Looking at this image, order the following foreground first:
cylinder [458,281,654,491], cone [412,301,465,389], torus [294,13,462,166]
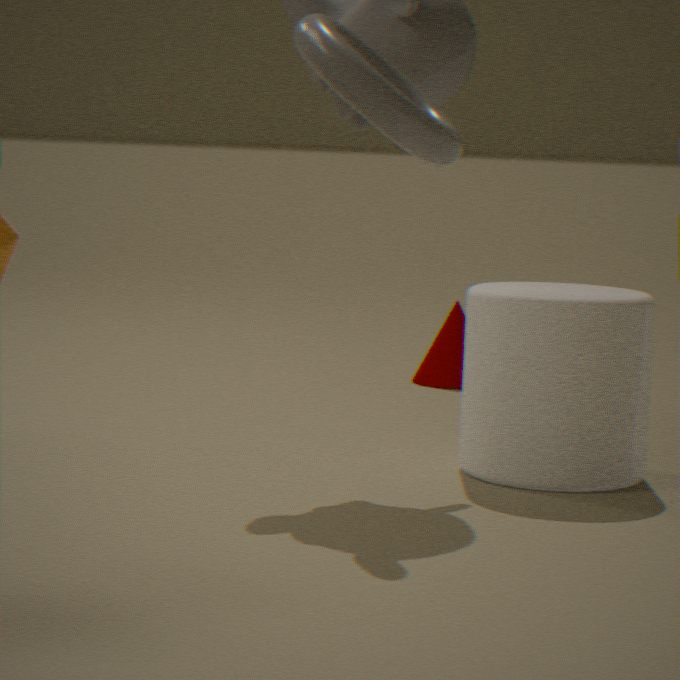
torus [294,13,462,166]
cylinder [458,281,654,491]
cone [412,301,465,389]
